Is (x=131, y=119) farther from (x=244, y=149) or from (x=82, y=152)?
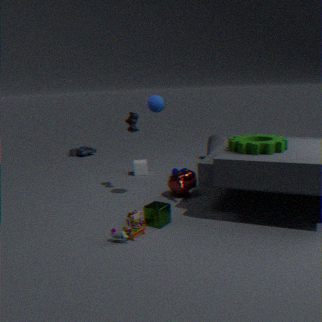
(x=82, y=152)
